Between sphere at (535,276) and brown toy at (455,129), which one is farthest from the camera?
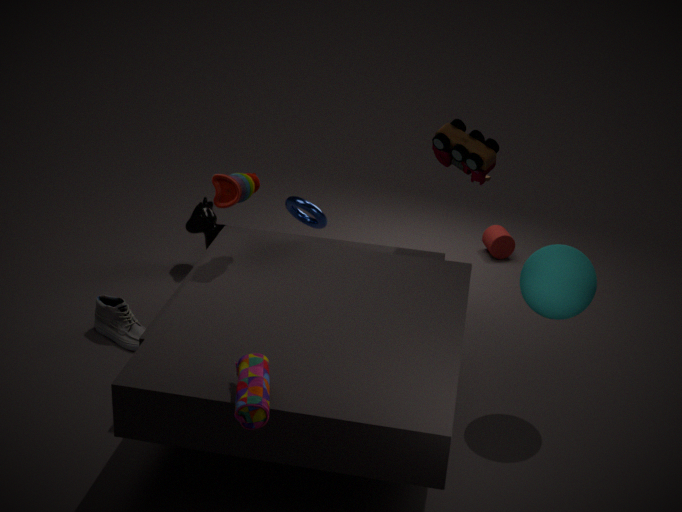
brown toy at (455,129)
